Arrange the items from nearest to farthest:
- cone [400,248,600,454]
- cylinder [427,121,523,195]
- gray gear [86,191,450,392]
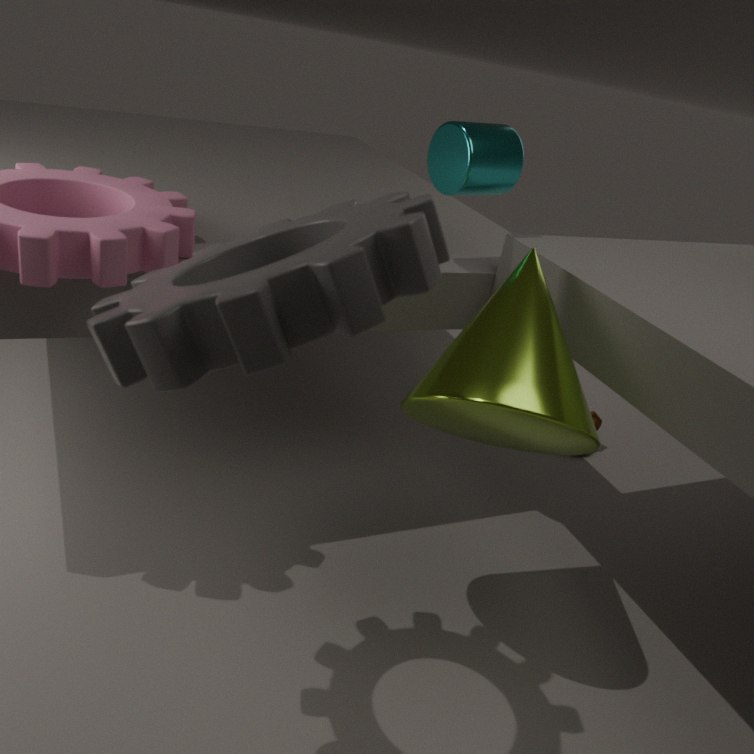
gray gear [86,191,450,392] < cone [400,248,600,454] < cylinder [427,121,523,195]
